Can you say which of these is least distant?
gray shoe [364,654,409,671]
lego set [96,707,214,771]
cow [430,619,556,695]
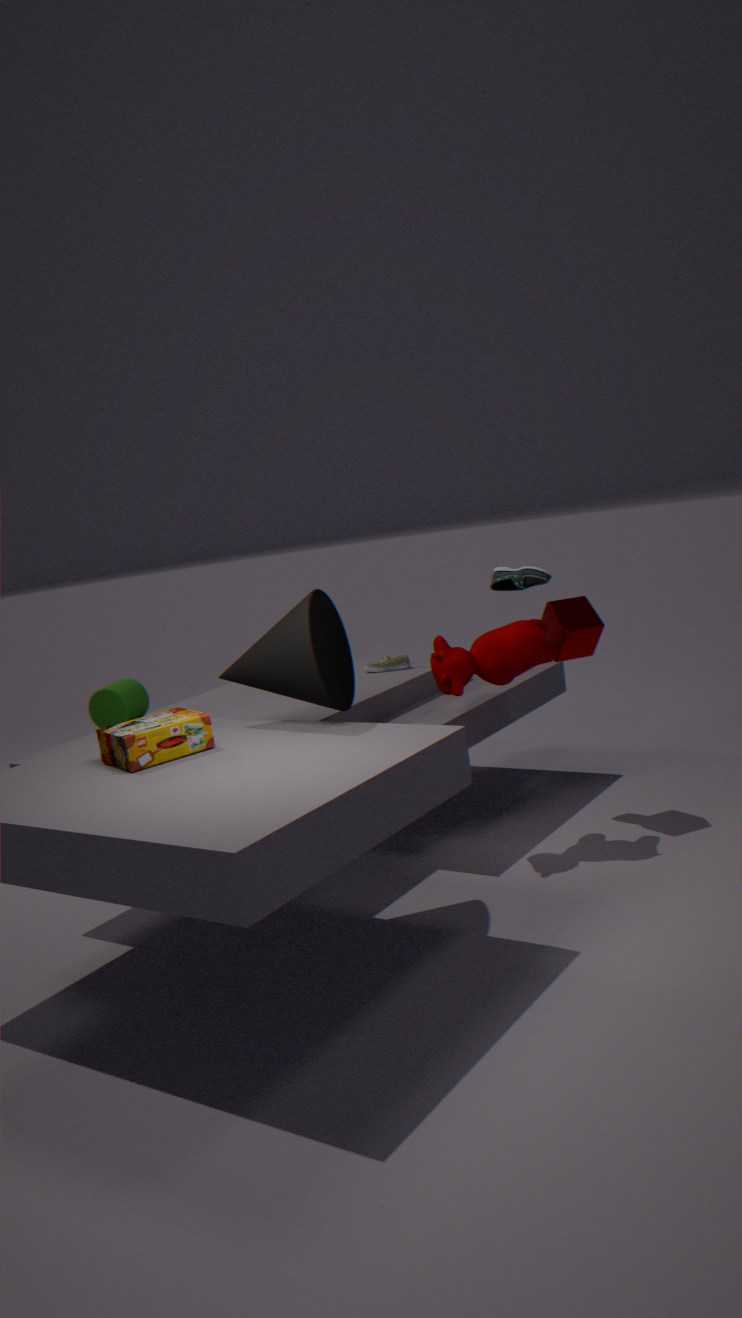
lego set [96,707,214,771]
